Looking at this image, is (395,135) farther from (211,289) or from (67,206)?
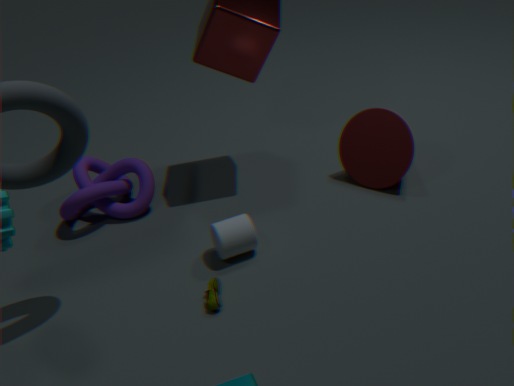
(67,206)
